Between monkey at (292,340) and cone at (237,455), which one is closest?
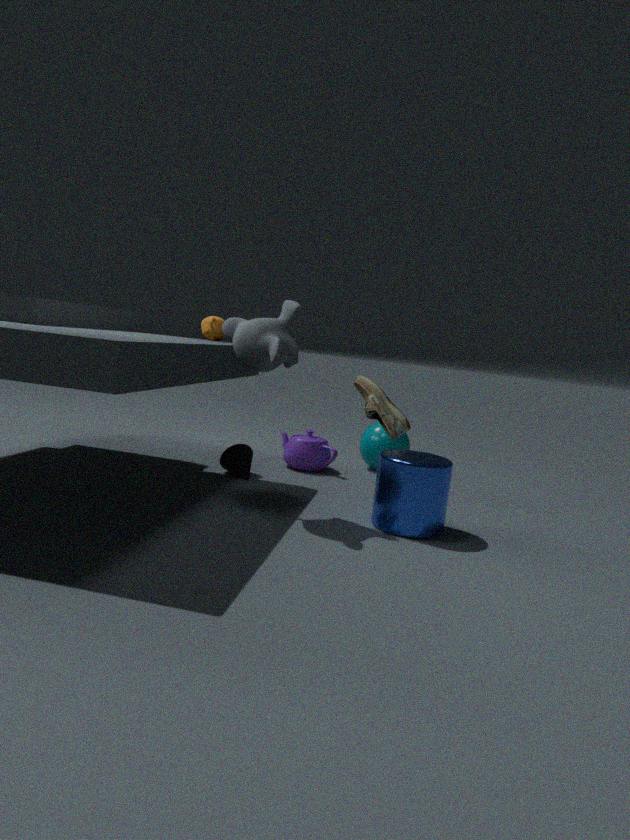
monkey at (292,340)
